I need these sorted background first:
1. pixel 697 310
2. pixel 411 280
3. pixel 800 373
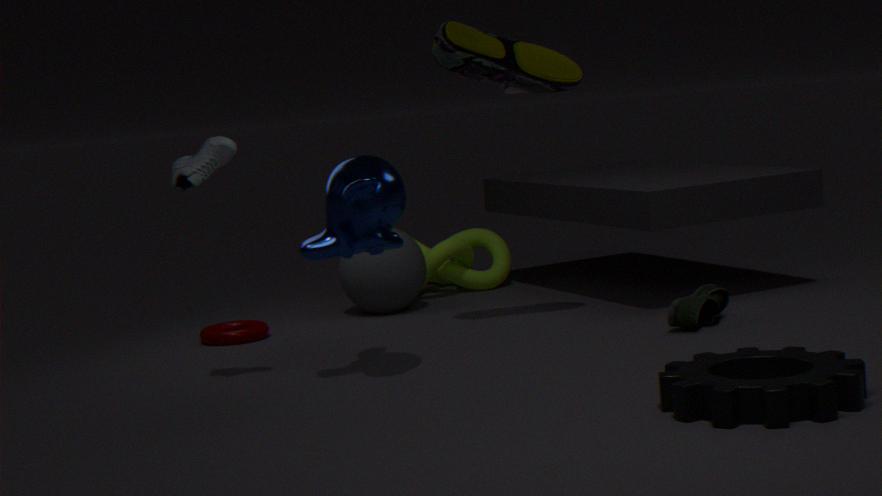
pixel 411 280
pixel 697 310
pixel 800 373
